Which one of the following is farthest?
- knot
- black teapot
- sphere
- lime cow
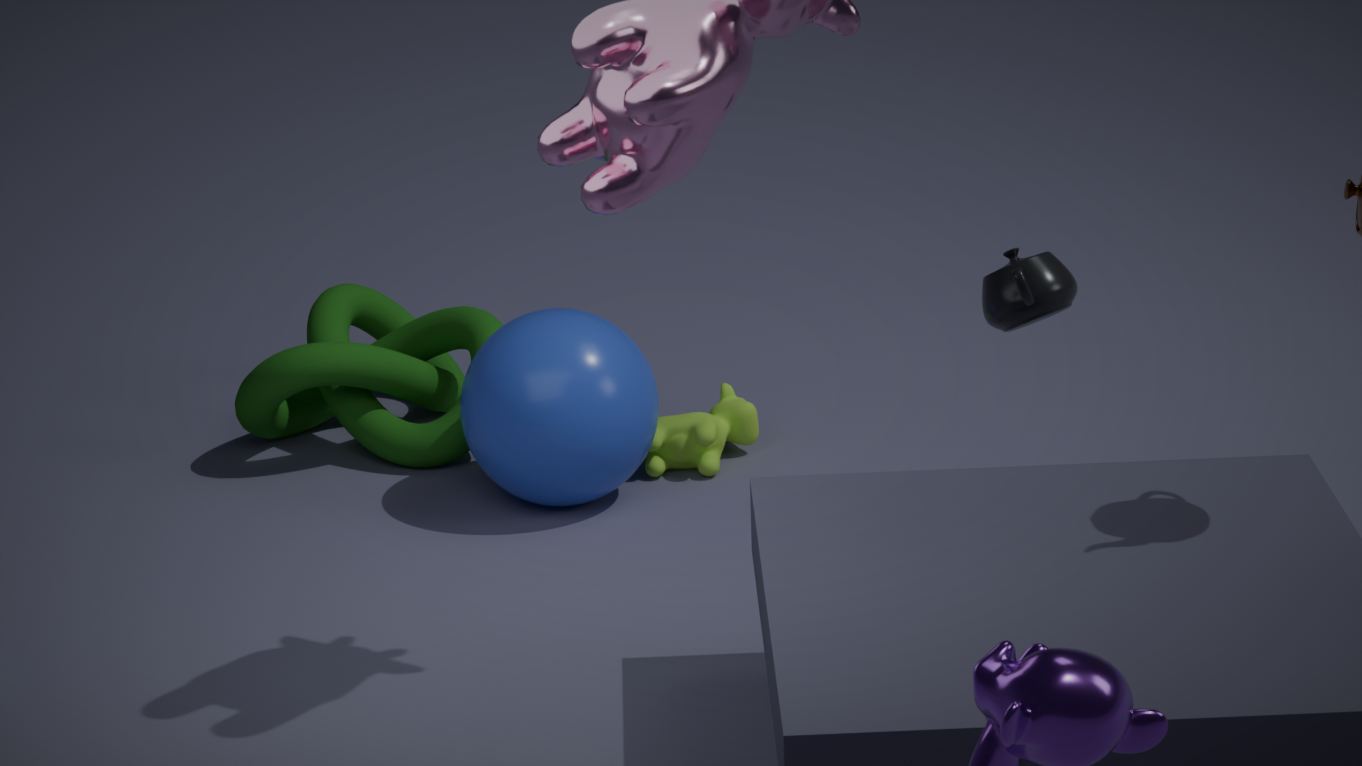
knot
